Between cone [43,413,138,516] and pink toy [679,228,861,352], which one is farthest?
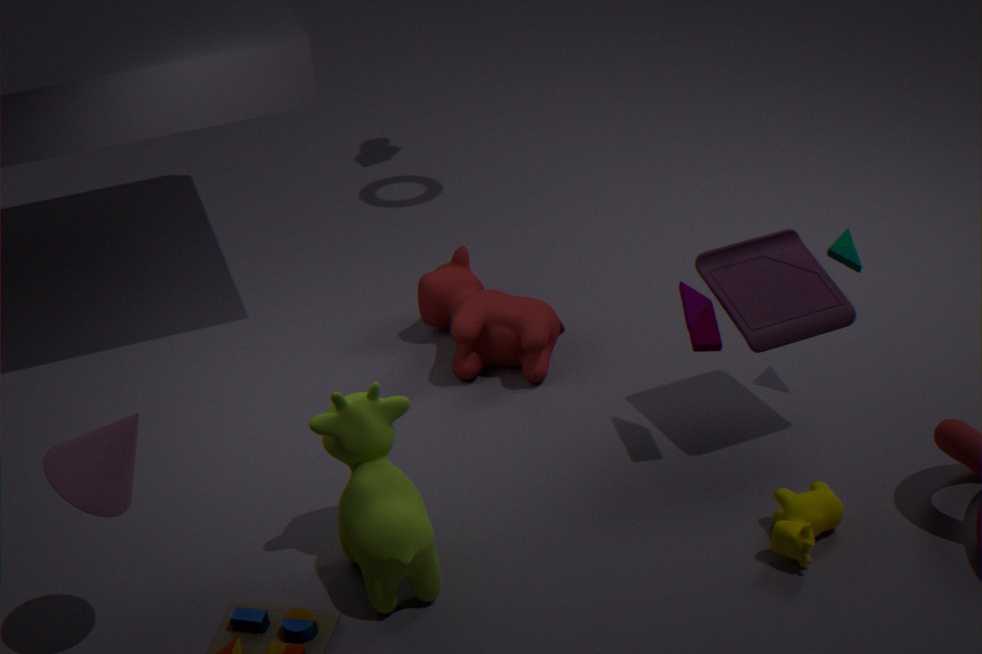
pink toy [679,228,861,352]
